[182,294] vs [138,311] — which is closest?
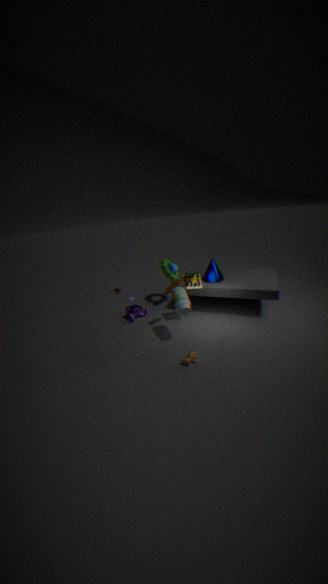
[182,294]
